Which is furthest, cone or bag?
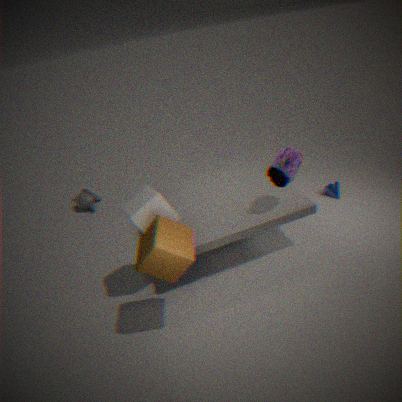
cone
